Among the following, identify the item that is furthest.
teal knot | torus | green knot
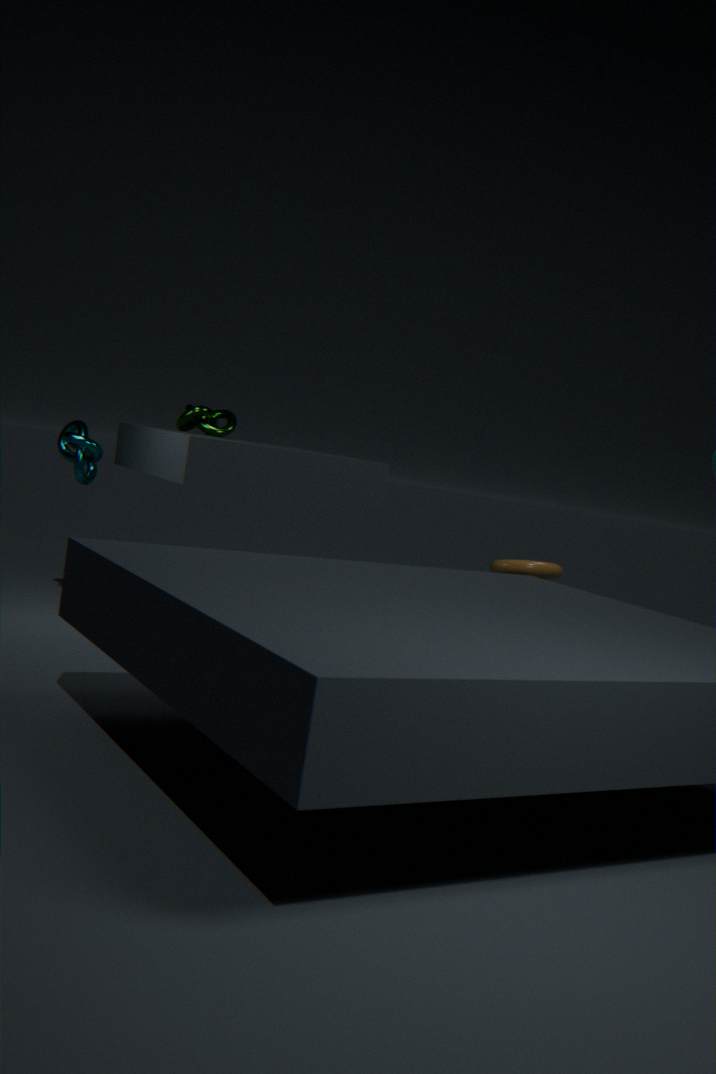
green knot
